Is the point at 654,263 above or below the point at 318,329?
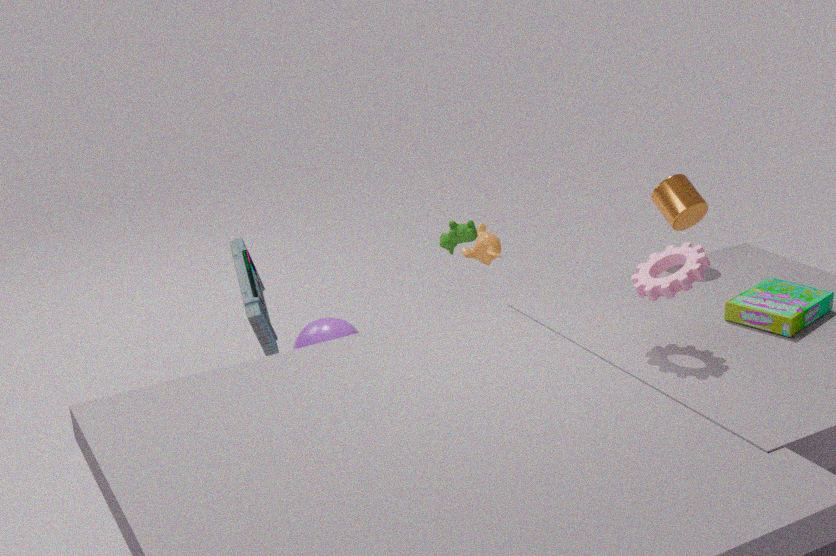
above
